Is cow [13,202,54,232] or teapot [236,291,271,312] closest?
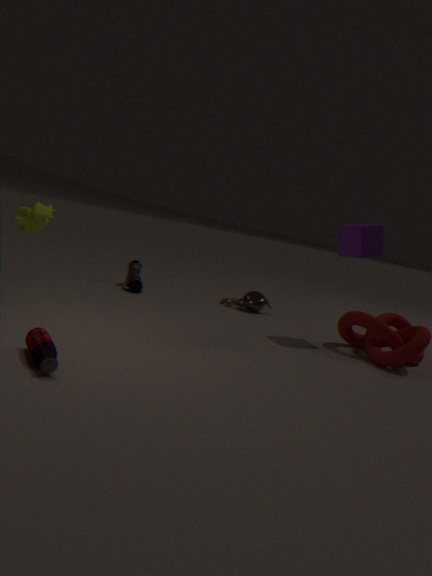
cow [13,202,54,232]
